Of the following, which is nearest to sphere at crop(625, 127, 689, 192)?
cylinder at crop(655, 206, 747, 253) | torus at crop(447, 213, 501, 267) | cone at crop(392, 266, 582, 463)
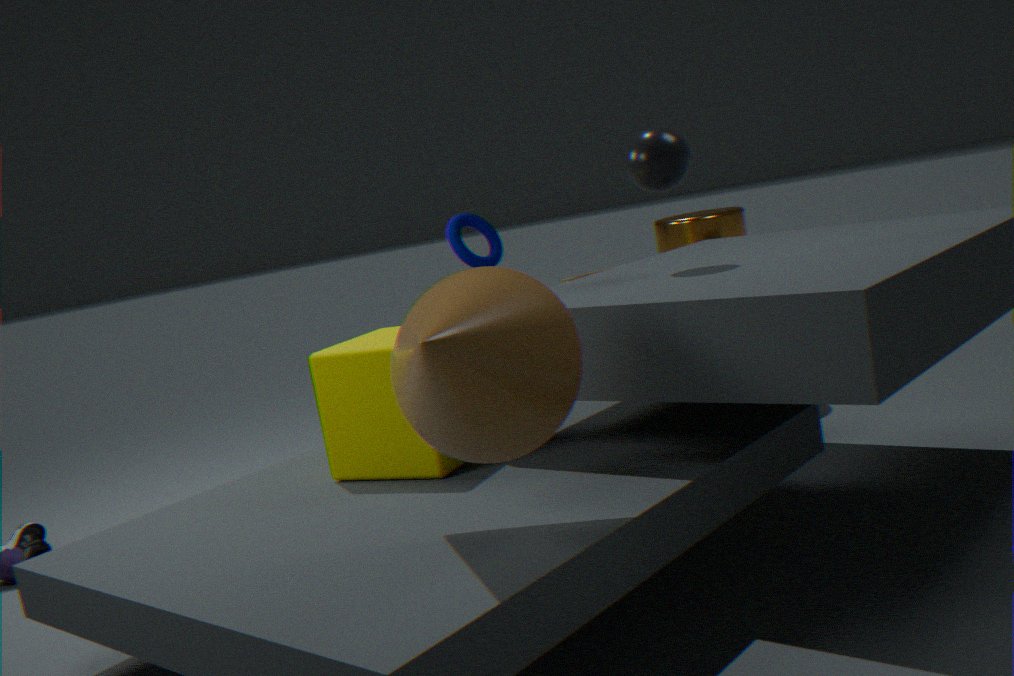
cone at crop(392, 266, 582, 463)
